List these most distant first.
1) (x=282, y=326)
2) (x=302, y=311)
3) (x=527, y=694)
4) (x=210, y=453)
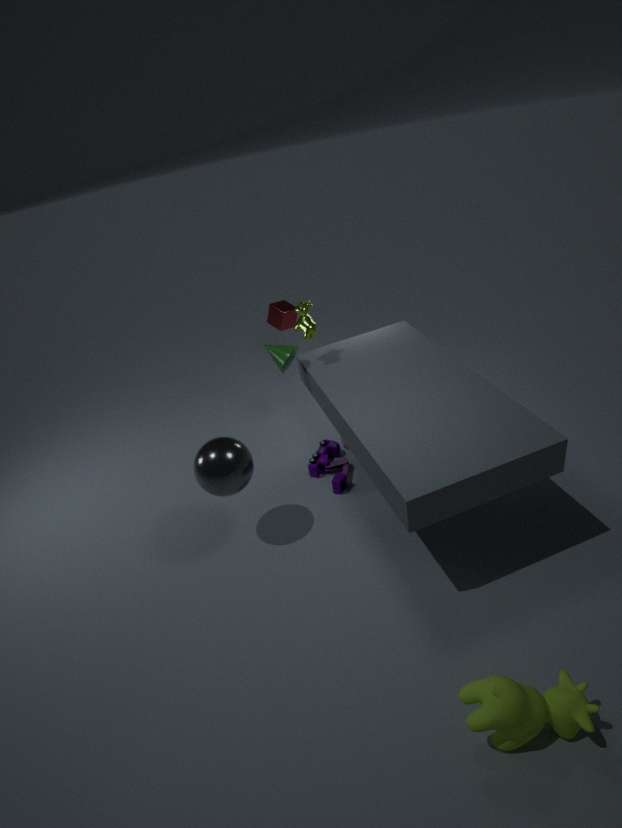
1
2
4
3
